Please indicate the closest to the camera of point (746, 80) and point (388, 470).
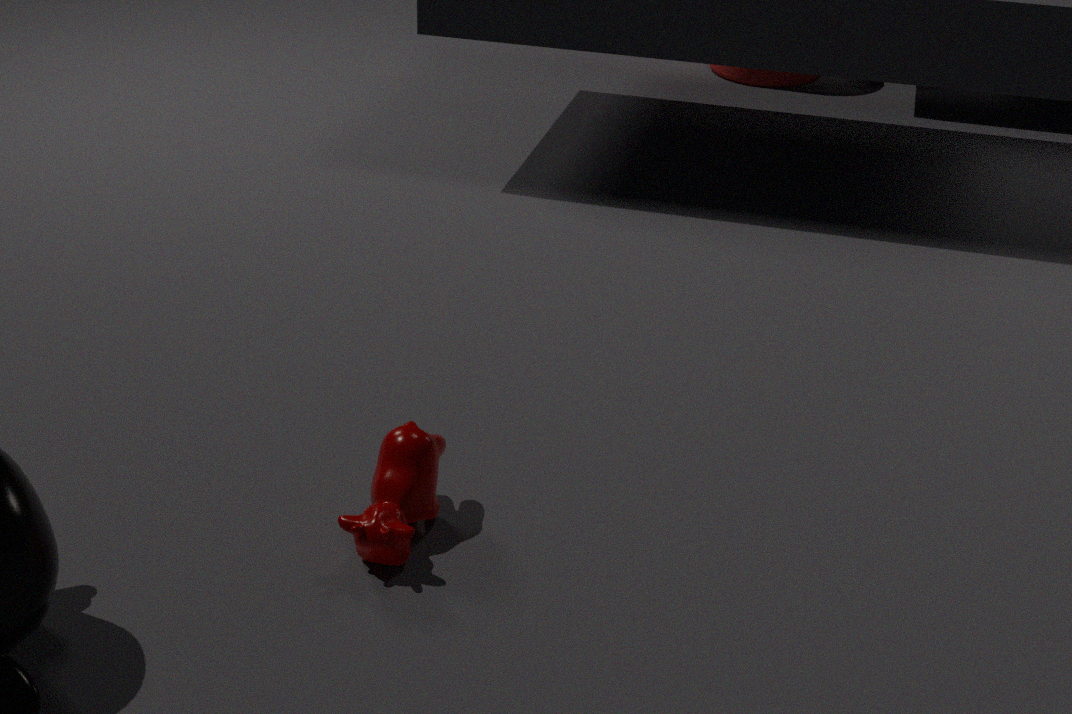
point (388, 470)
